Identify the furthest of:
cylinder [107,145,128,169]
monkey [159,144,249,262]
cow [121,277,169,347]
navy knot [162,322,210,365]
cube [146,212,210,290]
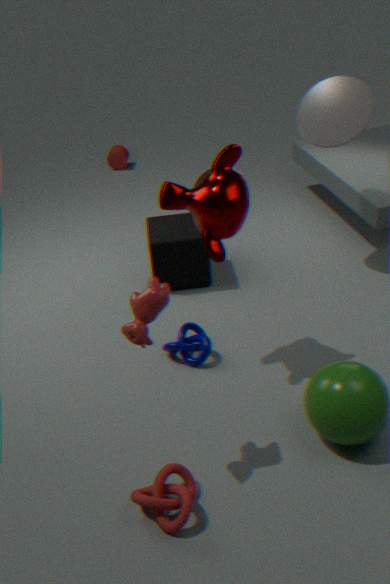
cylinder [107,145,128,169]
